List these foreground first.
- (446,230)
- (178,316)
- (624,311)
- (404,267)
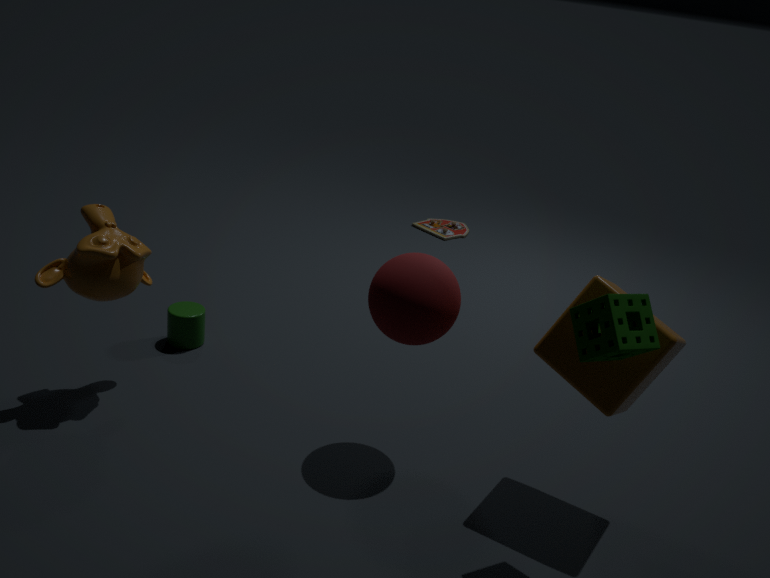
(624,311)
(404,267)
(178,316)
(446,230)
